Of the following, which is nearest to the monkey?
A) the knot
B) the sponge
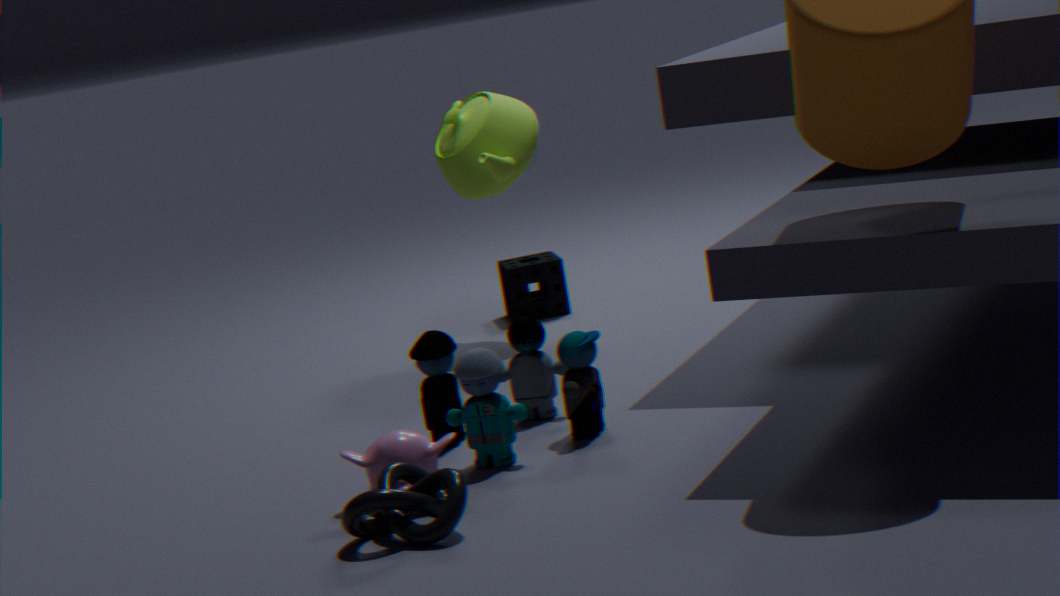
the knot
